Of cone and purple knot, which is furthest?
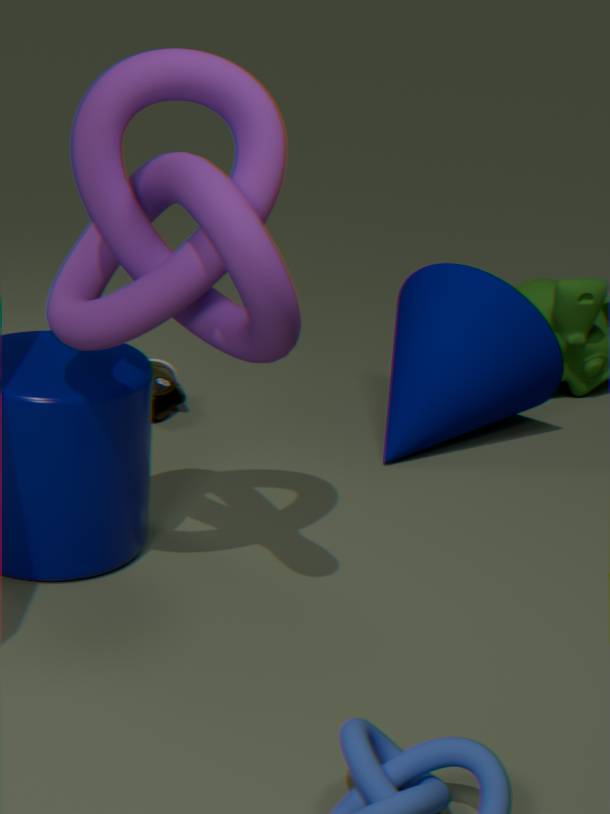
cone
